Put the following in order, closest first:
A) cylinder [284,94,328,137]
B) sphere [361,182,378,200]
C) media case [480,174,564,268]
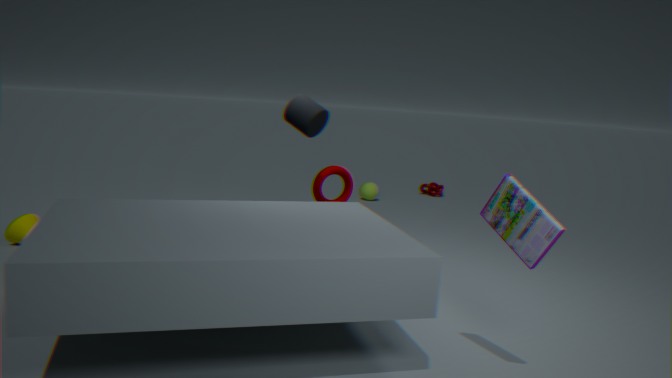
media case [480,174,564,268], cylinder [284,94,328,137], sphere [361,182,378,200]
